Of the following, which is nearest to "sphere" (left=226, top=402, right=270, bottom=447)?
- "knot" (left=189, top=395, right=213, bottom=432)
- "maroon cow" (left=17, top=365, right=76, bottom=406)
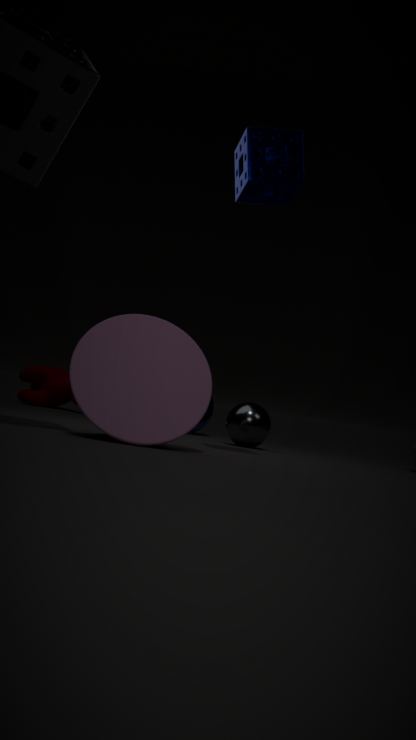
"knot" (left=189, top=395, right=213, bottom=432)
